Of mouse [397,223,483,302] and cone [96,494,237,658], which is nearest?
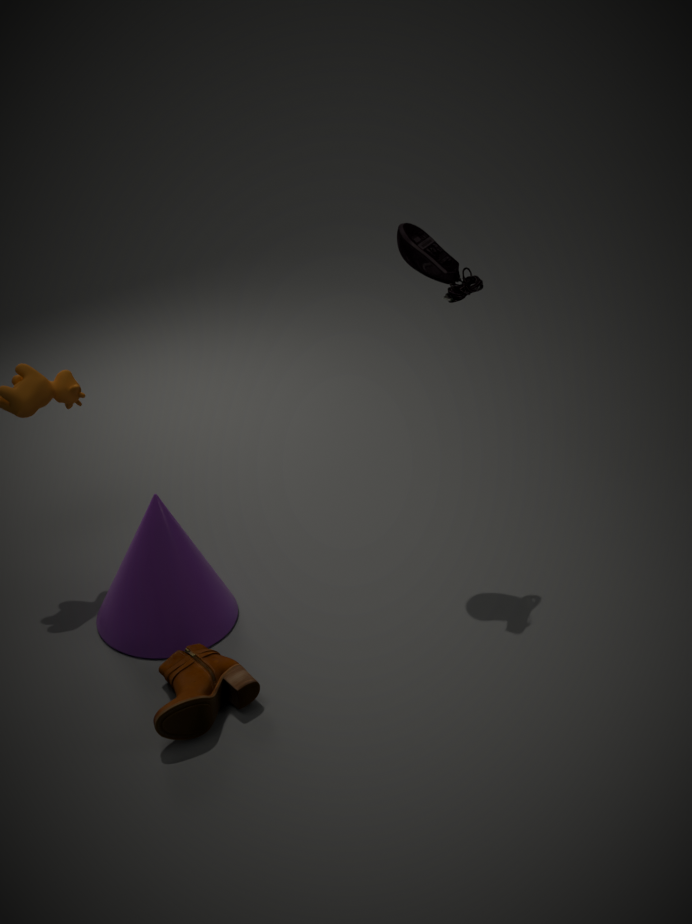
cone [96,494,237,658]
